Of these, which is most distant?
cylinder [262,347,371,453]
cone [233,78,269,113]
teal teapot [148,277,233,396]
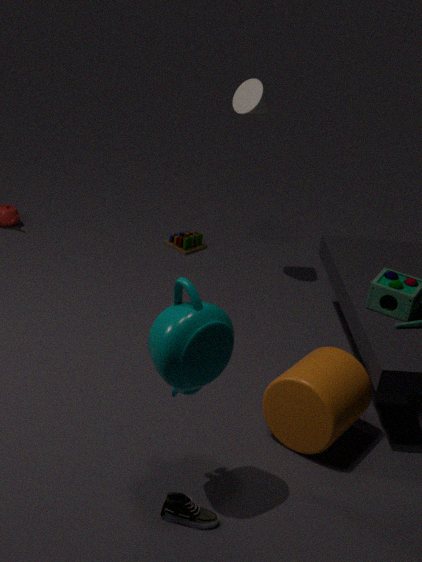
cone [233,78,269,113]
